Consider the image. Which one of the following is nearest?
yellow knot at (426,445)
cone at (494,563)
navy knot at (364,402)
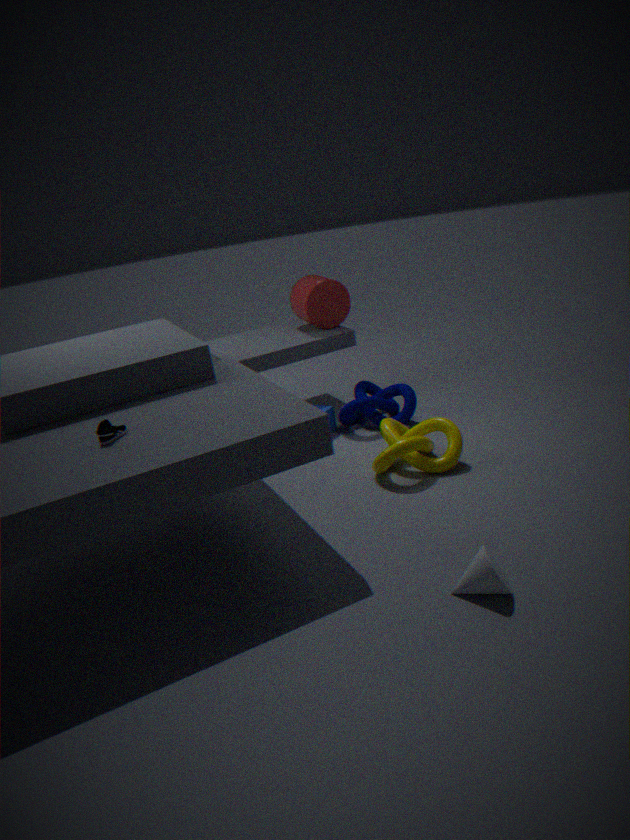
cone at (494,563)
